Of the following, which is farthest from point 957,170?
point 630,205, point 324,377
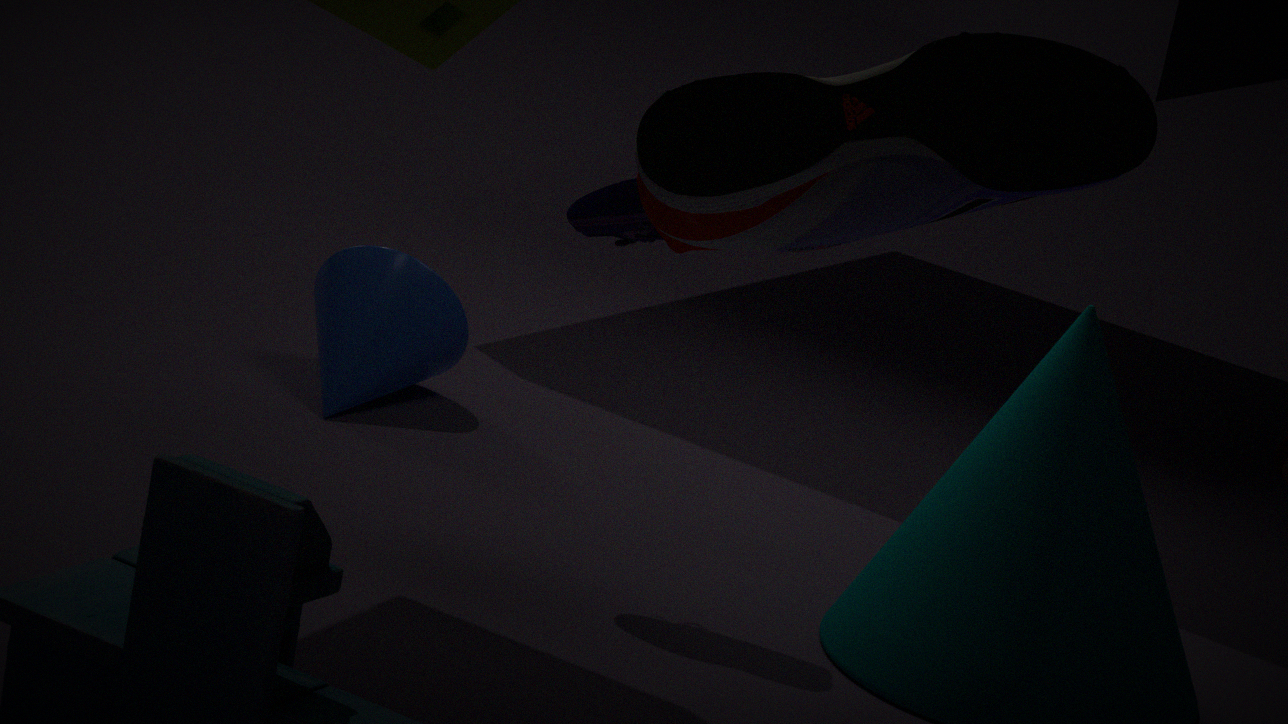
point 324,377
